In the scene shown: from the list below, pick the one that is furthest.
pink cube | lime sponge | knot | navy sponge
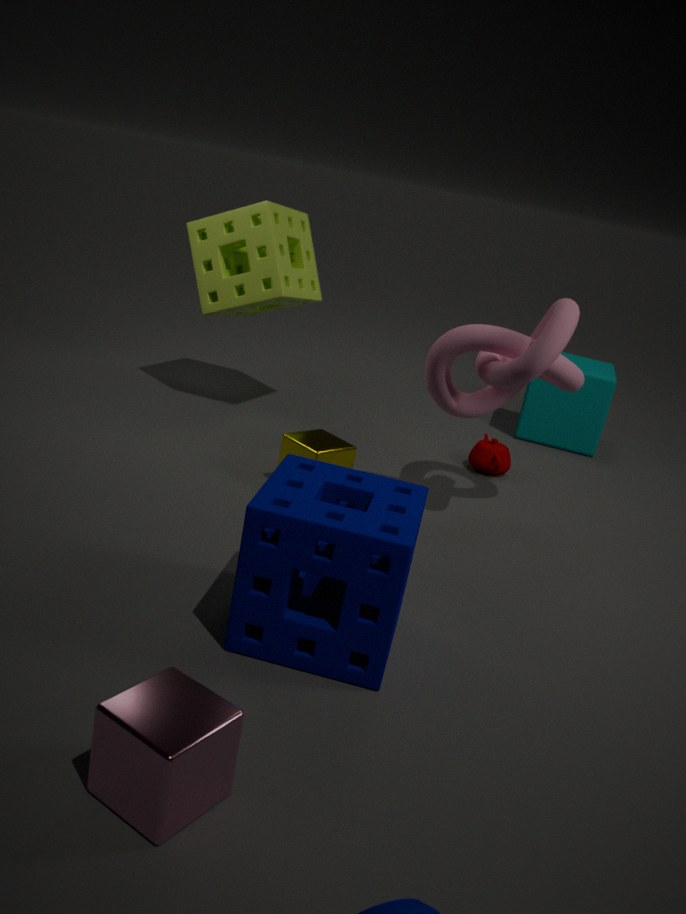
lime sponge
